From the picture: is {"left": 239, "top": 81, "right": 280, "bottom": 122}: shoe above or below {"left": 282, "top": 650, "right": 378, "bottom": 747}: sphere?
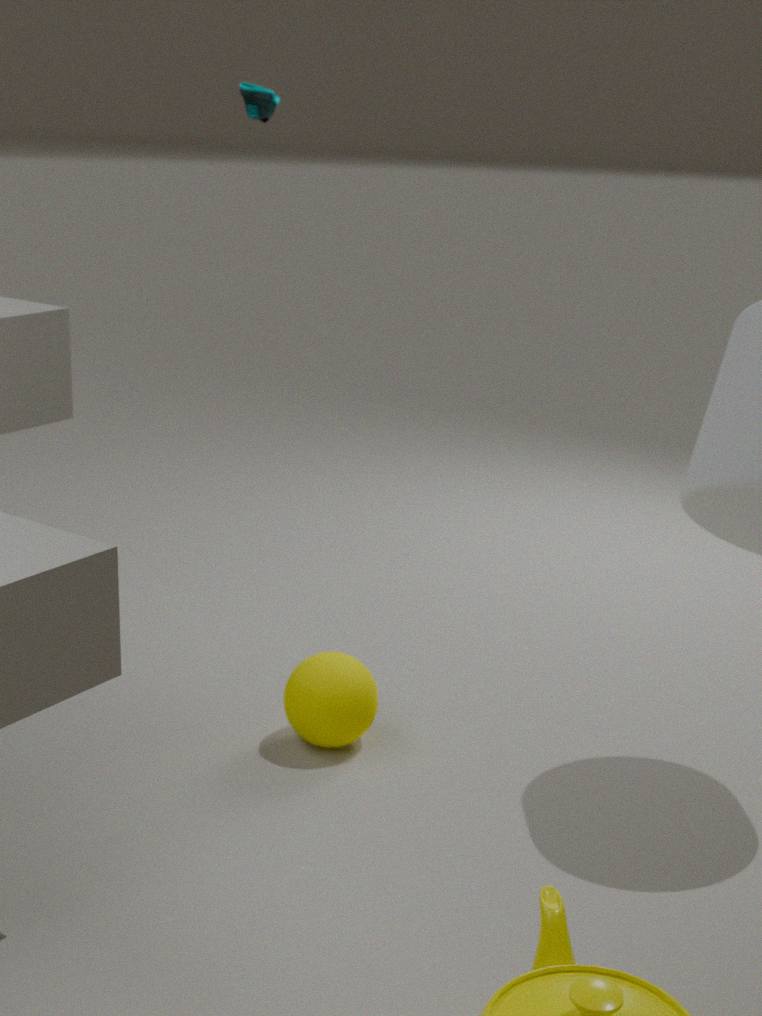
above
